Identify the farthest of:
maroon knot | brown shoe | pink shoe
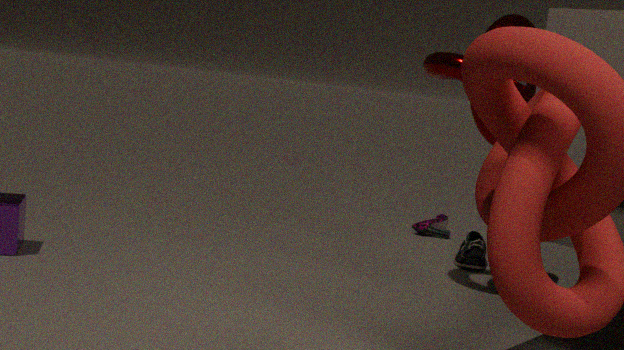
pink shoe
